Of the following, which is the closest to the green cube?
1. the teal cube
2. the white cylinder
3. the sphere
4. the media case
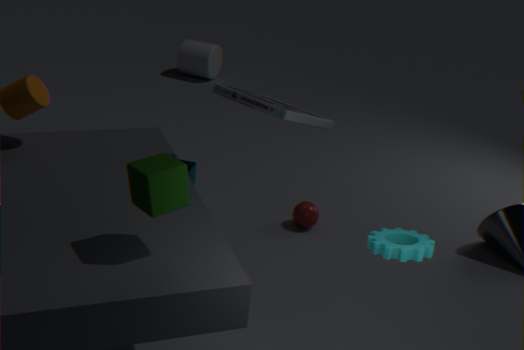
the media case
